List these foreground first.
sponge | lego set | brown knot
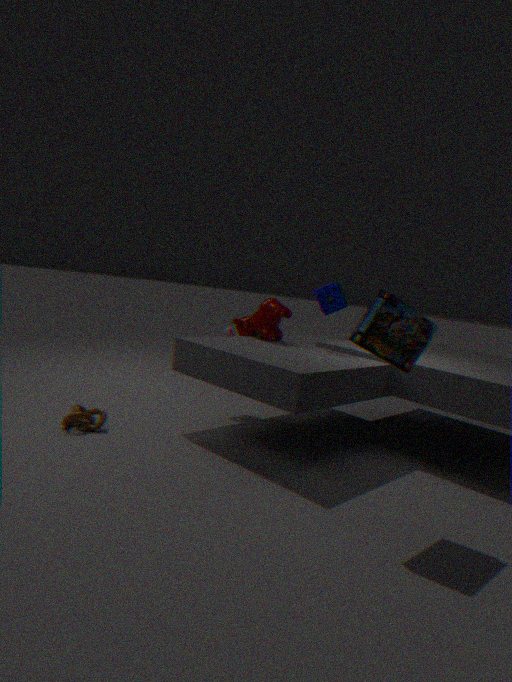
1. lego set
2. brown knot
3. sponge
